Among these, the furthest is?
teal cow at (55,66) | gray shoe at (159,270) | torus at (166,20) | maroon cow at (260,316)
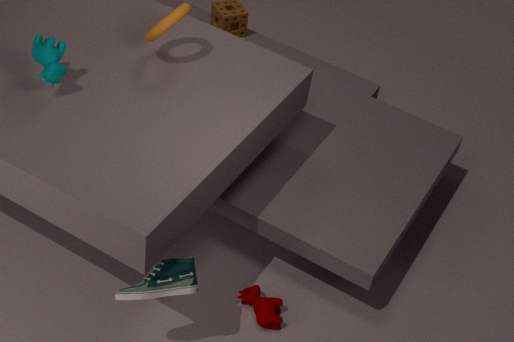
maroon cow at (260,316)
